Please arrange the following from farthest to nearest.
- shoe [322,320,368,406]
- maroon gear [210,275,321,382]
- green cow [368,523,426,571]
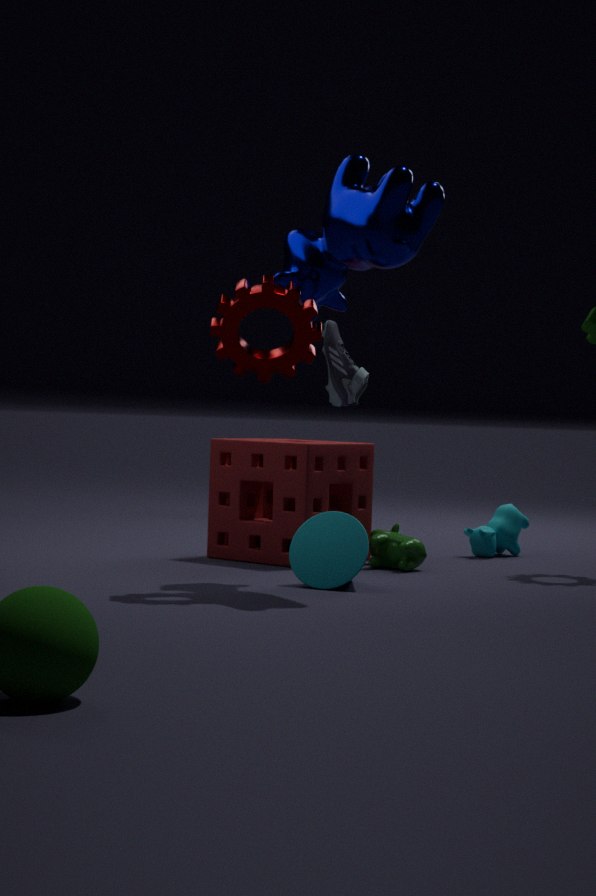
1. shoe [322,320,368,406]
2. green cow [368,523,426,571]
3. maroon gear [210,275,321,382]
